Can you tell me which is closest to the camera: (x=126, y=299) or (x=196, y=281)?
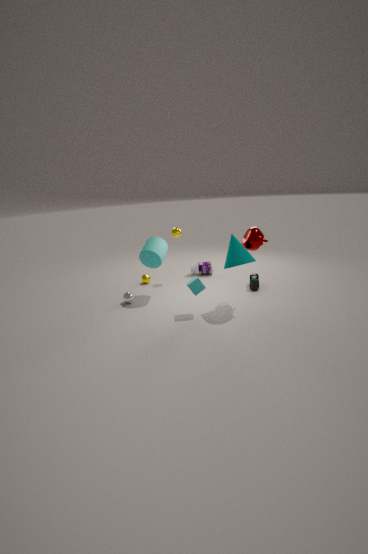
(x=196, y=281)
